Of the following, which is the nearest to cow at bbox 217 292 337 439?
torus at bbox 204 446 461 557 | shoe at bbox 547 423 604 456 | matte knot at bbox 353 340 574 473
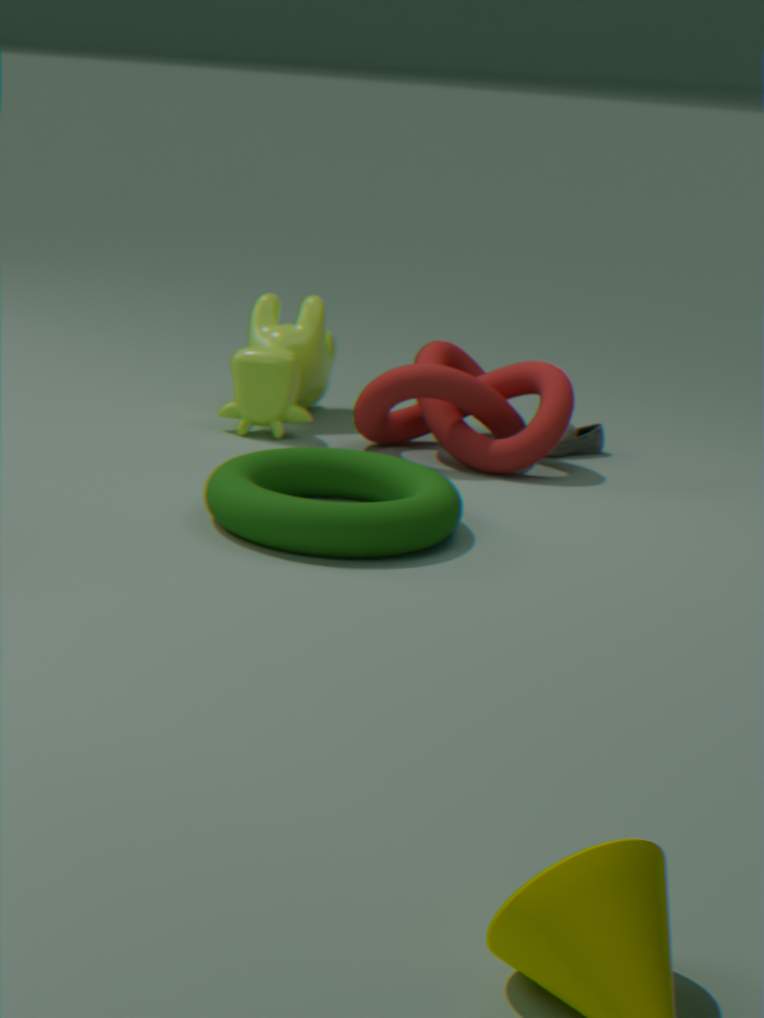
matte knot at bbox 353 340 574 473
